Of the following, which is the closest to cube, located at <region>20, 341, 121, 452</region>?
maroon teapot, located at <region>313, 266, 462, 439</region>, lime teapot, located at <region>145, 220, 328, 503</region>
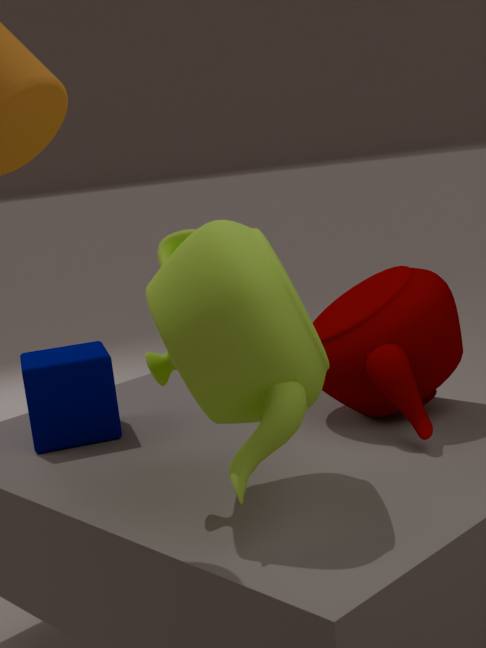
lime teapot, located at <region>145, 220, 328, 503</region>
